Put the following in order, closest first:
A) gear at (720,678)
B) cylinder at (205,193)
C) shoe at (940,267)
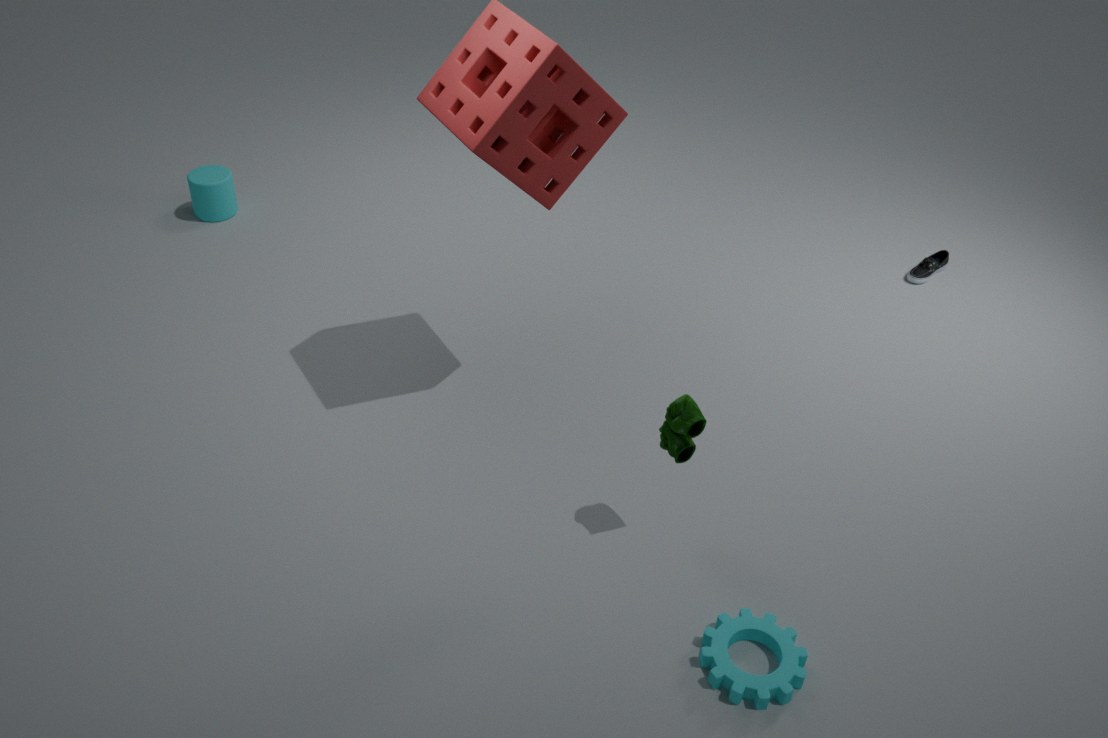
gear at (720,678)
shoe at (940,267)
cylinder at (205,193)
